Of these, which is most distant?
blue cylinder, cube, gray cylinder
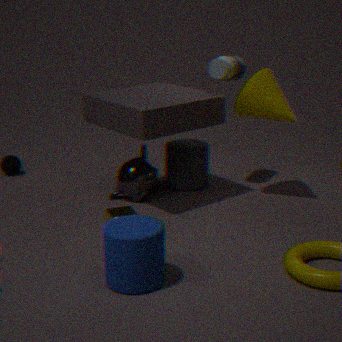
gray cylinder
